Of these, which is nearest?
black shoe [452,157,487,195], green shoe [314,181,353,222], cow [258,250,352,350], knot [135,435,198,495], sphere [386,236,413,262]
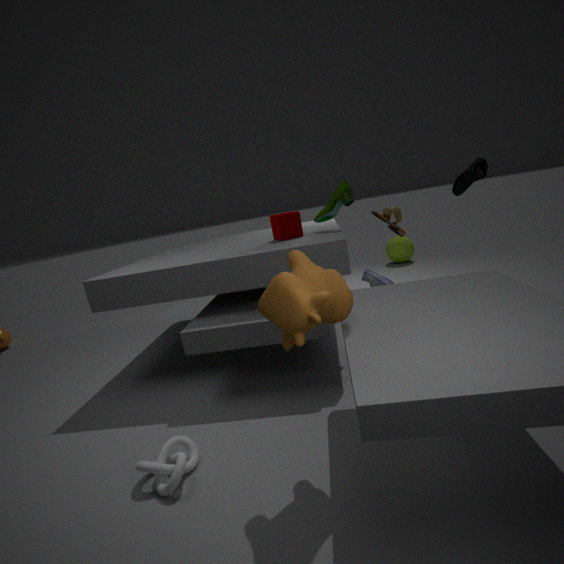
cow [258,250,352,350]
